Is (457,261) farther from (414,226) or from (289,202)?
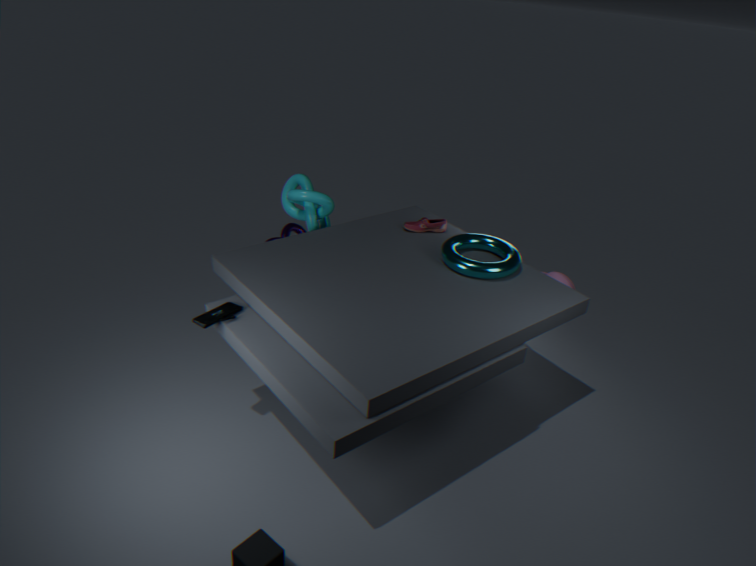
(289,202)
